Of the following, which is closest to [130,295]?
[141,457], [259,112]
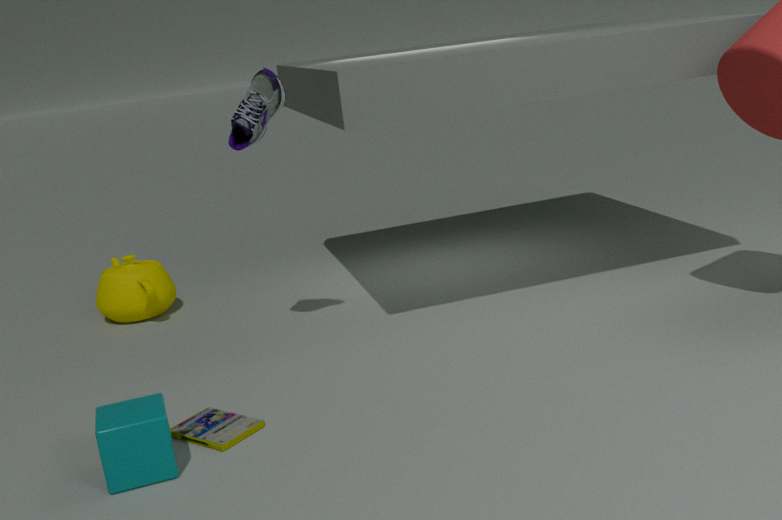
[259,112]
